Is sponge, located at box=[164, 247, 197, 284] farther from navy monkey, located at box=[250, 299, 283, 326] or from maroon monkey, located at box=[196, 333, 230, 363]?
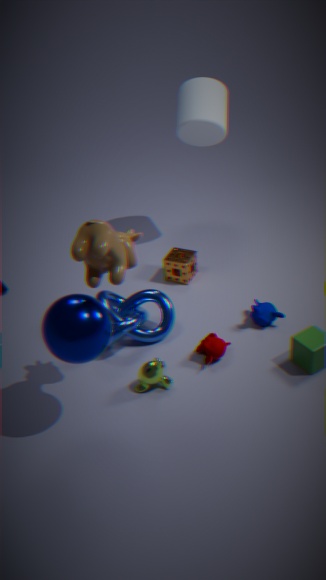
maroon monkey, located at box=[196, 333, 230, 363]
